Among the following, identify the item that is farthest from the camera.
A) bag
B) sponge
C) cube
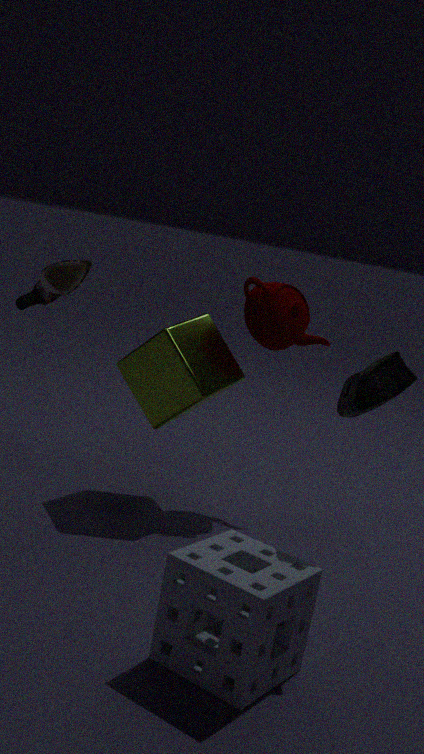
cube
